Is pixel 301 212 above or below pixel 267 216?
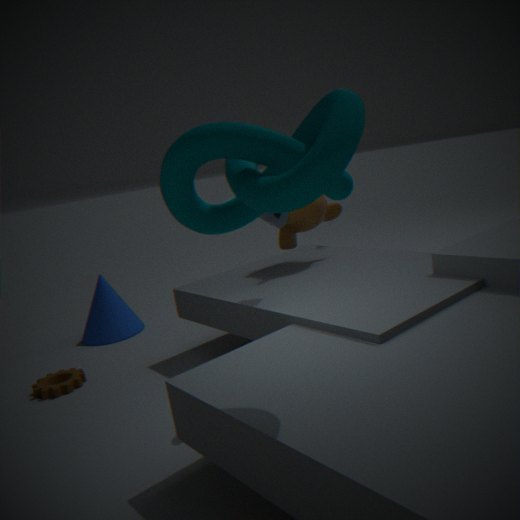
below
